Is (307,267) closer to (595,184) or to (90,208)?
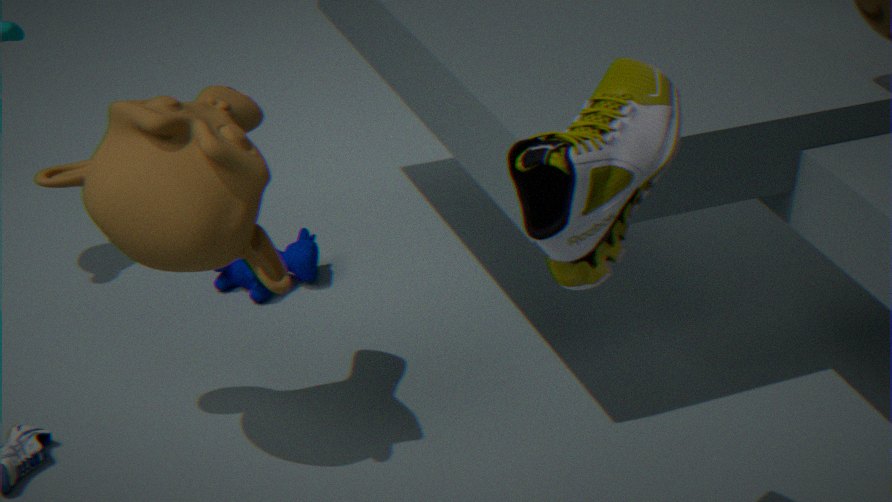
(90,208)
